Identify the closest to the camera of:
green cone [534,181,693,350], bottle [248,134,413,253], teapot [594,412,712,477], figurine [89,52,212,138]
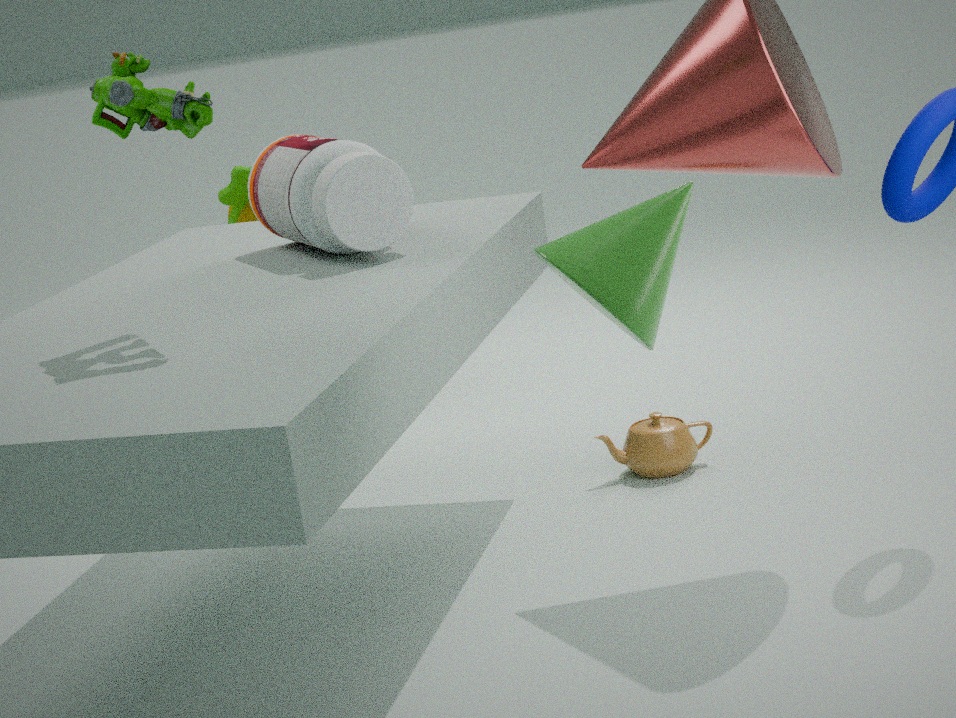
green cone [534,181,693,350]
